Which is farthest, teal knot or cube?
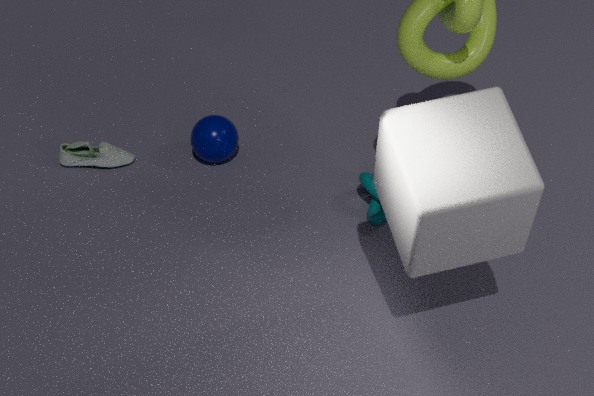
teal knot
